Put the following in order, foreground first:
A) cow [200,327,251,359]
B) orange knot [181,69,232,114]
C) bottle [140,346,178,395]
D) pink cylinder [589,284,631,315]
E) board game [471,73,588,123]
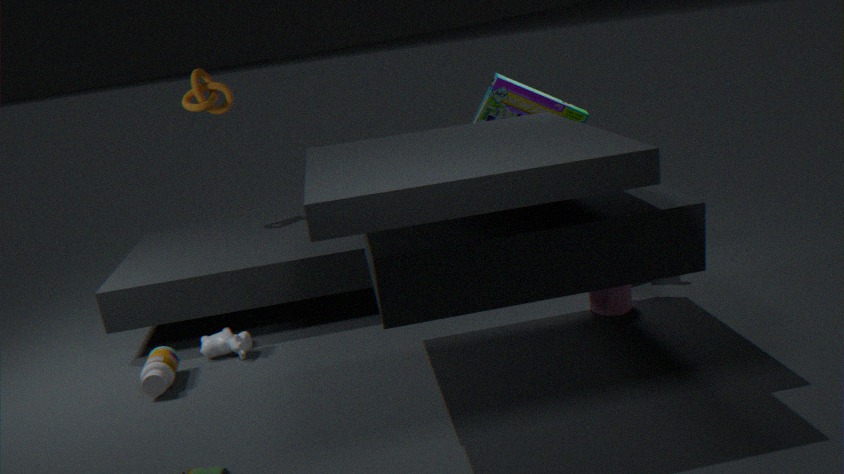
bottle [140,346,178,395]
pink cylinder [589,284,631,315]
cow [200,327,251,359]
board game [471,73,588,123]
orange knot [181,69,232,114]
